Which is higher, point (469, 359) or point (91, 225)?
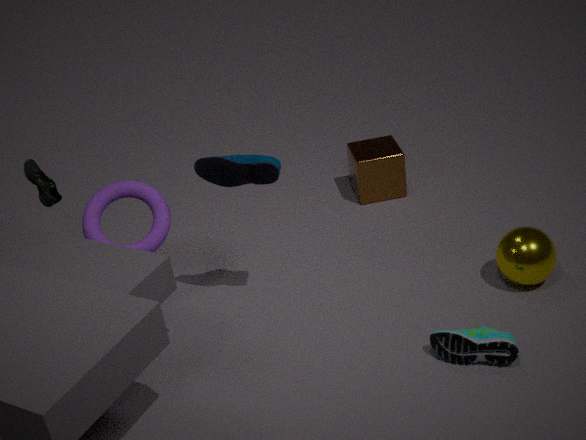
point (91, 225)
